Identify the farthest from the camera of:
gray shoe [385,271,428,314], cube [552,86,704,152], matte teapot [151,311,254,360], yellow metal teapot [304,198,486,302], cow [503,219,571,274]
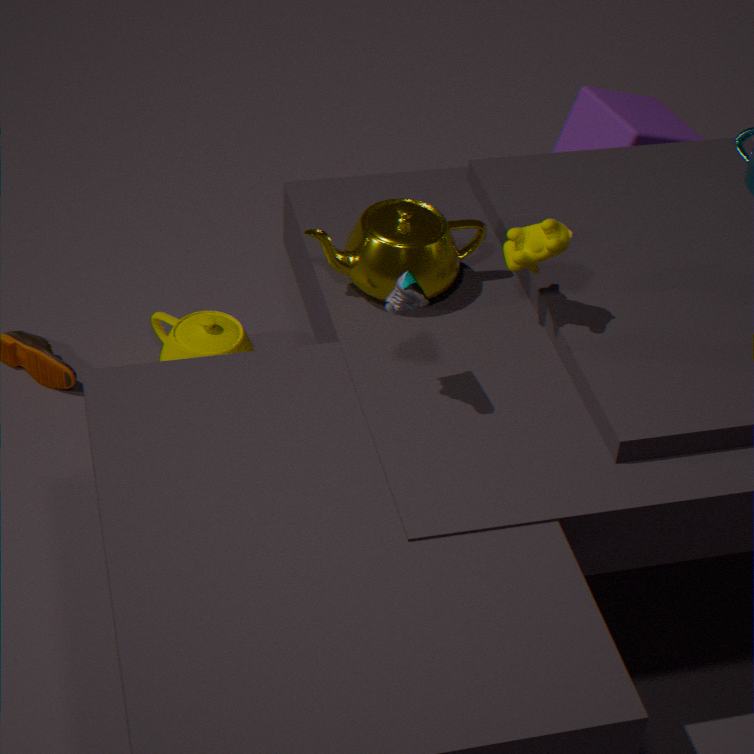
cube [552,86,704,152]
